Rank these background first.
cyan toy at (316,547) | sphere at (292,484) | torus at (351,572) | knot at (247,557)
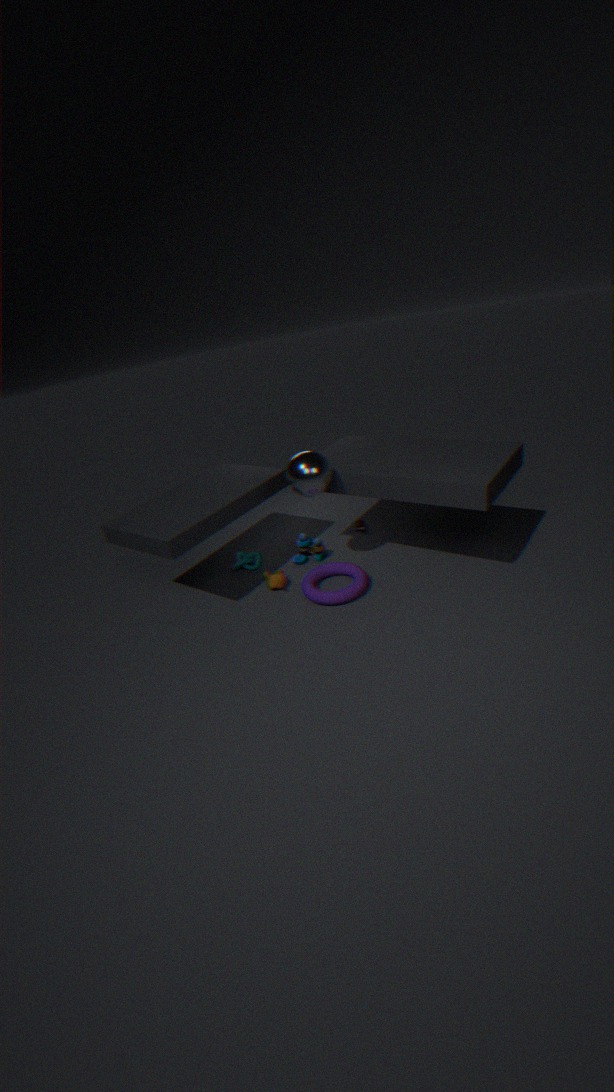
1. knot at (247,557)
2. cyan toy at (316,547)
3. torus at (351,572)
4. sphere at (292,484)
